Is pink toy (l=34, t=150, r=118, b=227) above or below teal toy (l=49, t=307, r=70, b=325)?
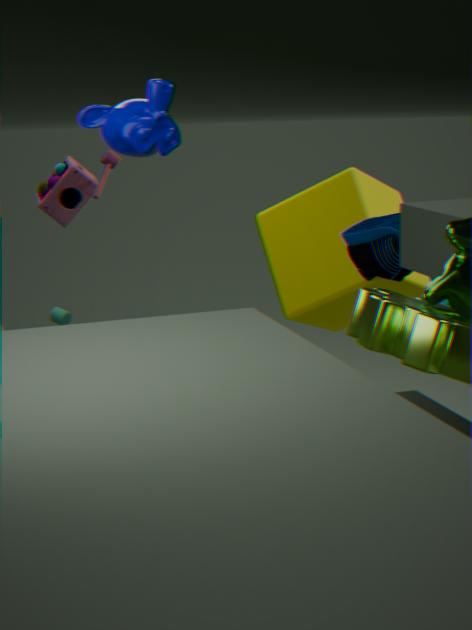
above
